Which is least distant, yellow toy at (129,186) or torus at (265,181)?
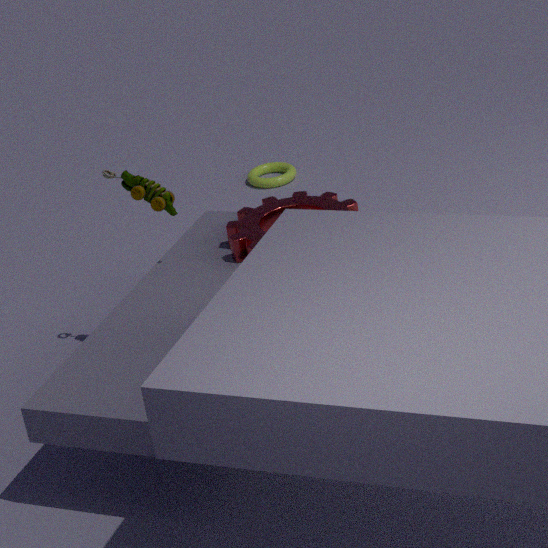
yellow toy at (129,186)
